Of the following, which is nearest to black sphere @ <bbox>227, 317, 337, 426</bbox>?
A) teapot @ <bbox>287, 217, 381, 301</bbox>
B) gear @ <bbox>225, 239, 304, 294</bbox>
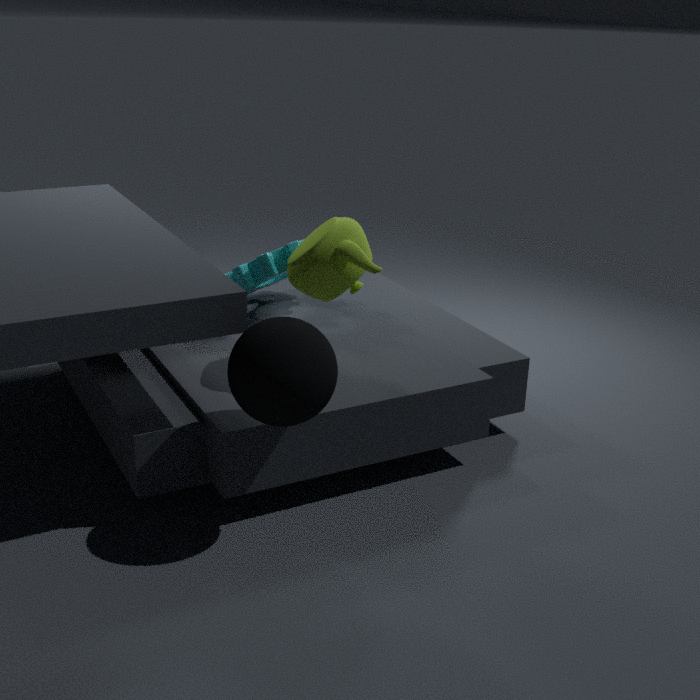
teapot @ <bbox>287, 217, 381, 301</bbox>
